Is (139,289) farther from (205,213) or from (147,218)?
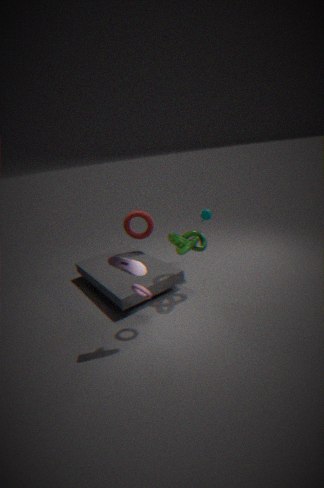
(147,218)
